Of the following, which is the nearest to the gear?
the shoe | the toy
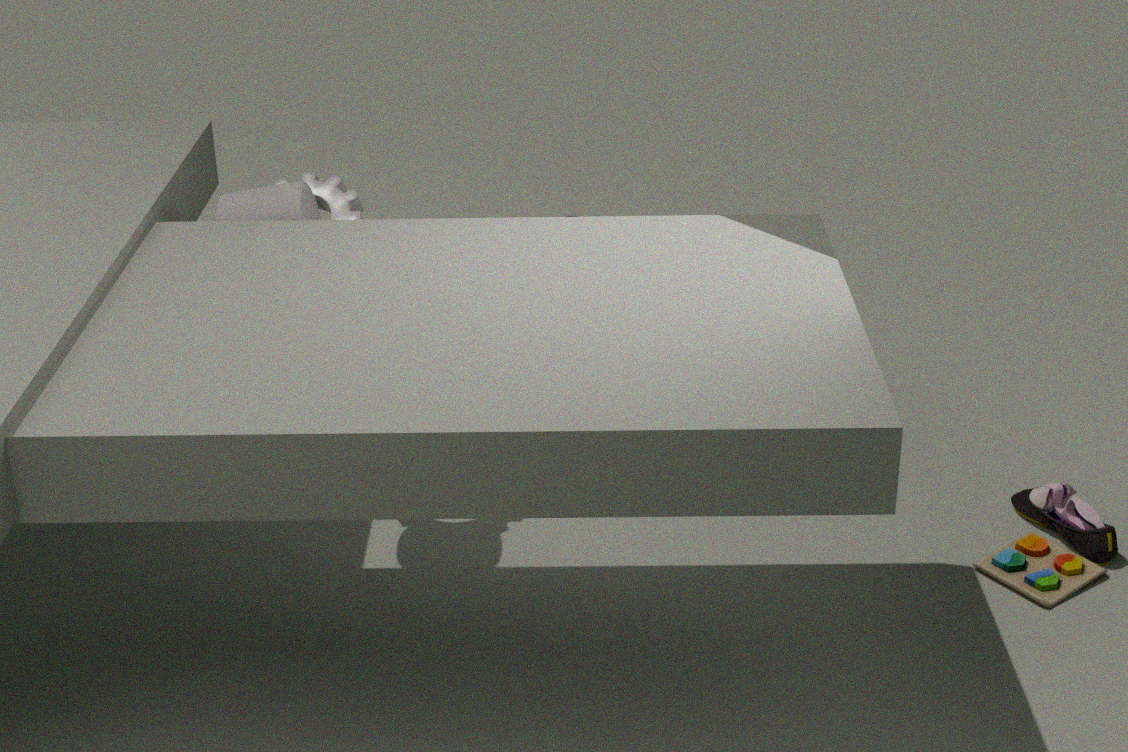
the toy
